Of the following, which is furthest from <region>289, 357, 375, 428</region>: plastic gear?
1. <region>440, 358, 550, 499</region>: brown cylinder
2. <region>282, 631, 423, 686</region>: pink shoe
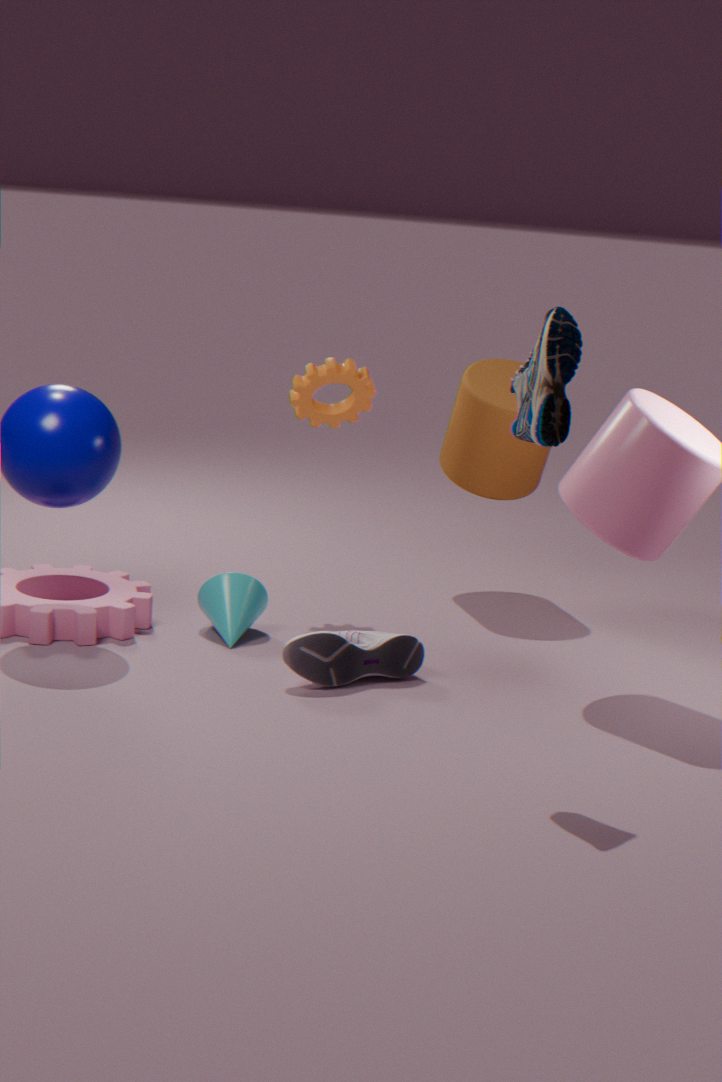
<region>282, 631, 423, 686</region>: pink shoe
